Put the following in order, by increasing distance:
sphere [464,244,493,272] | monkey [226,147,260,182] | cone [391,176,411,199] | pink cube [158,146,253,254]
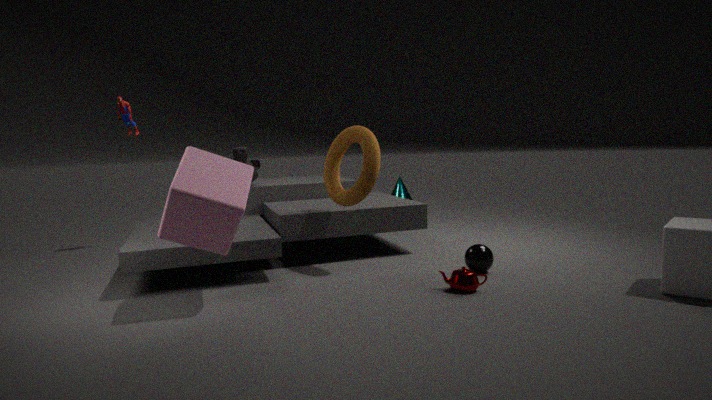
pink cube [158,146,253,254] < sphere [464,244,493,272] < monkey [226,147,260,182] < cone [391,176,411,199]
